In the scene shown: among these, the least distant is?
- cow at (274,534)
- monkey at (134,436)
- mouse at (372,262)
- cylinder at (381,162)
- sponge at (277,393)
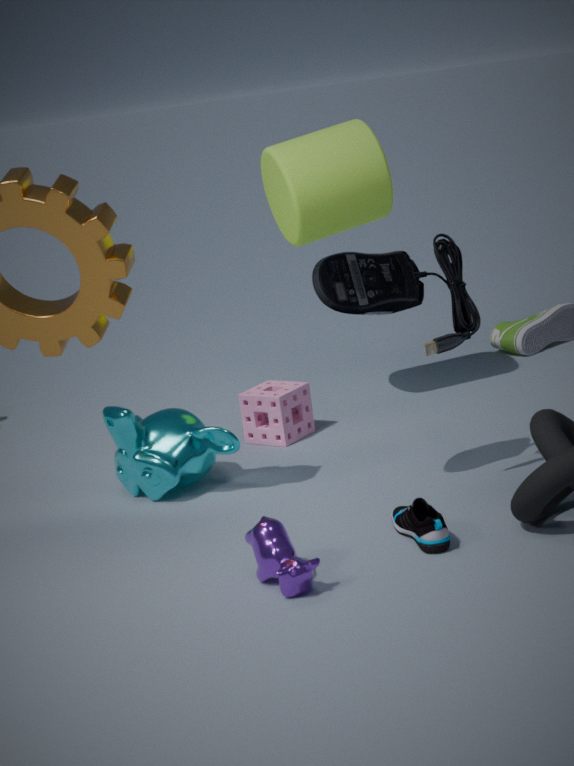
cow at (274,534)
